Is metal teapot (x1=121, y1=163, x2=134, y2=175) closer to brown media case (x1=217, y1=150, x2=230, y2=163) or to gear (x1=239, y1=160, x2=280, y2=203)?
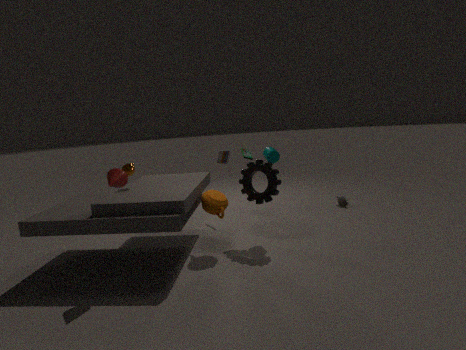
gear (x1=239, y1=160, x2=280, y2=203)
